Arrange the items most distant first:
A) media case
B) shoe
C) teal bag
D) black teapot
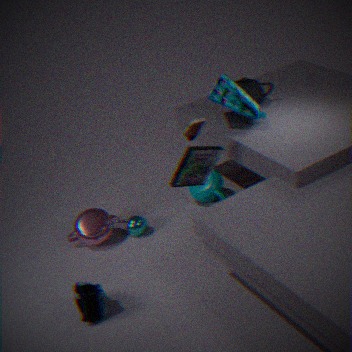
black teapot
teal bag
media case
shoe
